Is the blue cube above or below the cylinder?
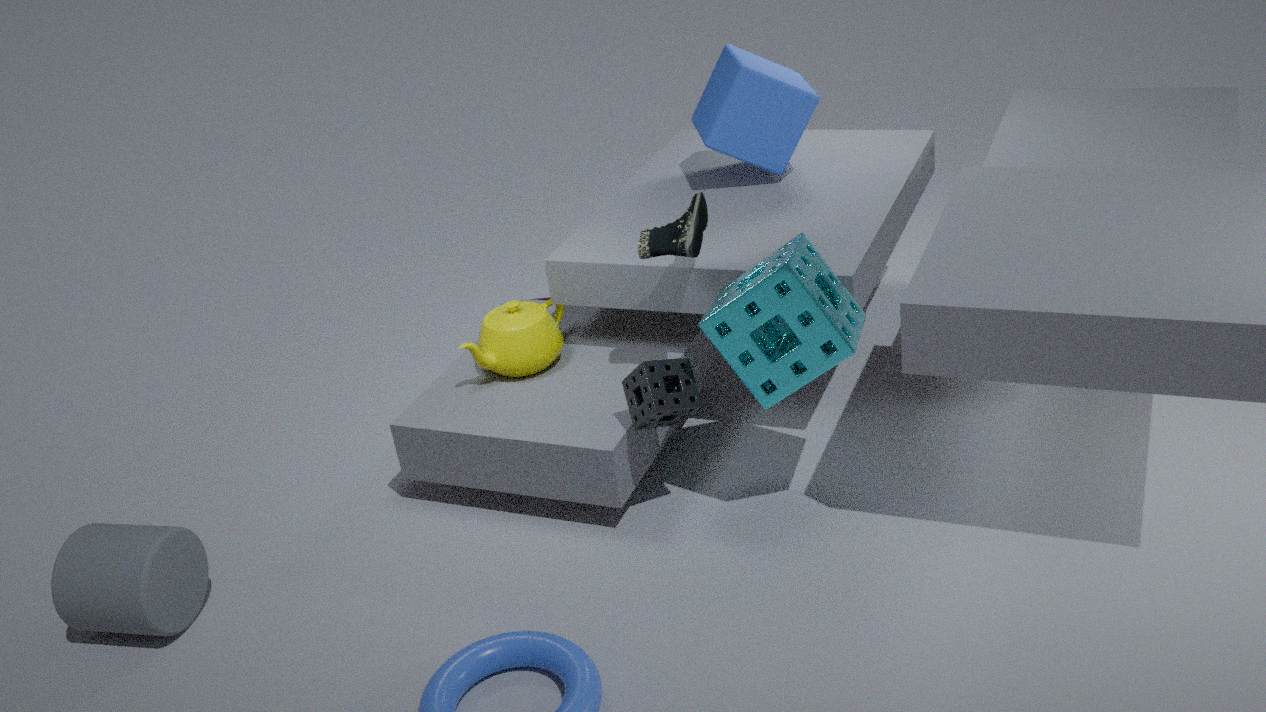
above
